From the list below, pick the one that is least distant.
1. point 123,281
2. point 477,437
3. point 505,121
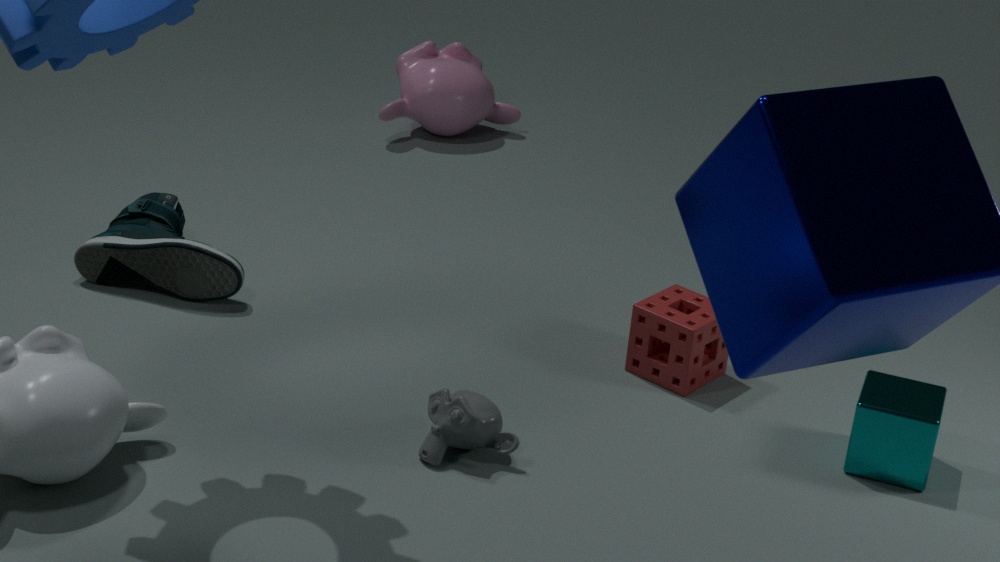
point 477,437
